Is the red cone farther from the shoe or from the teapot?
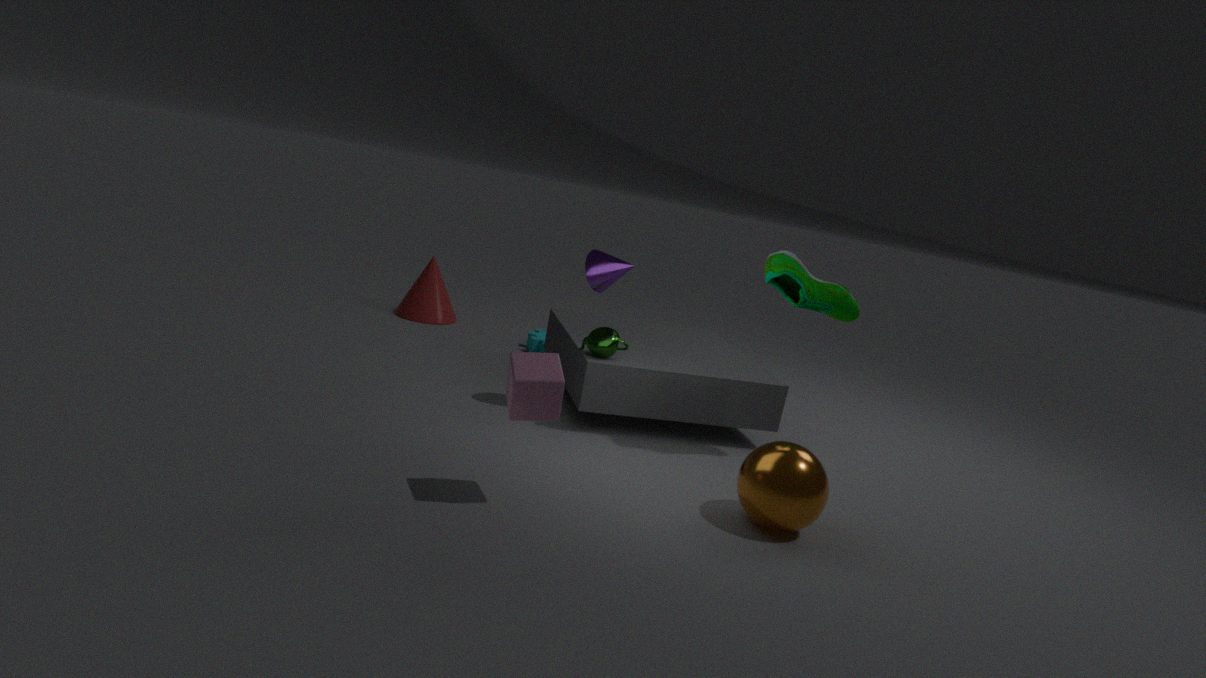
the shoe
